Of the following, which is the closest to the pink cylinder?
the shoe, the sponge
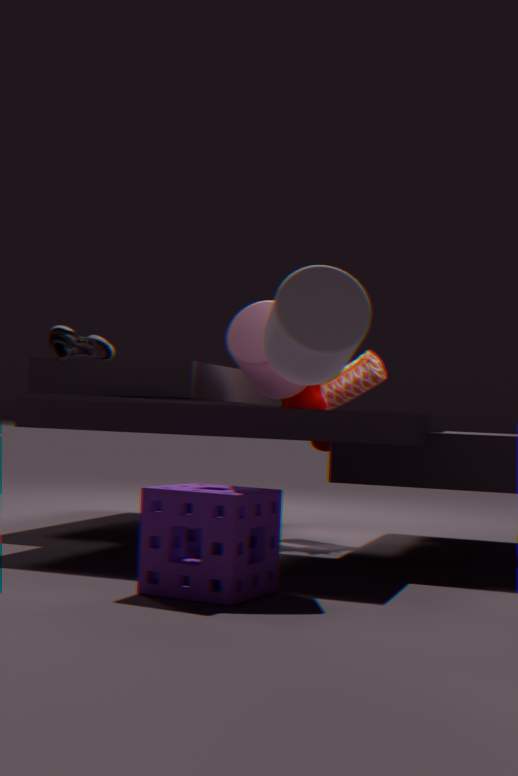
the shoe
